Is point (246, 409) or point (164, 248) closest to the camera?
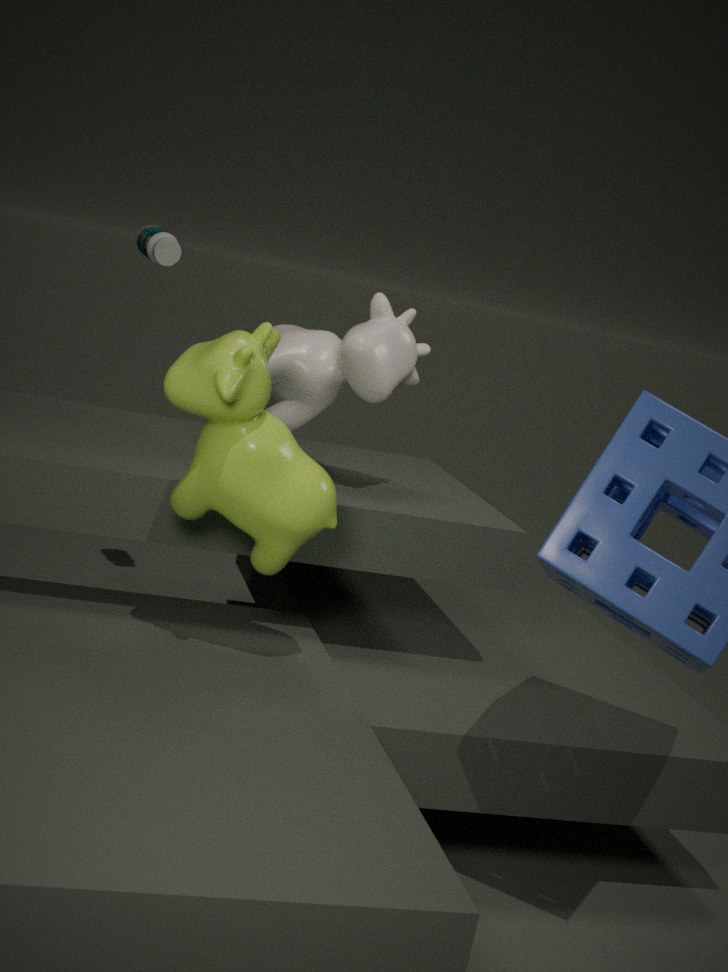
point (246, 409)
